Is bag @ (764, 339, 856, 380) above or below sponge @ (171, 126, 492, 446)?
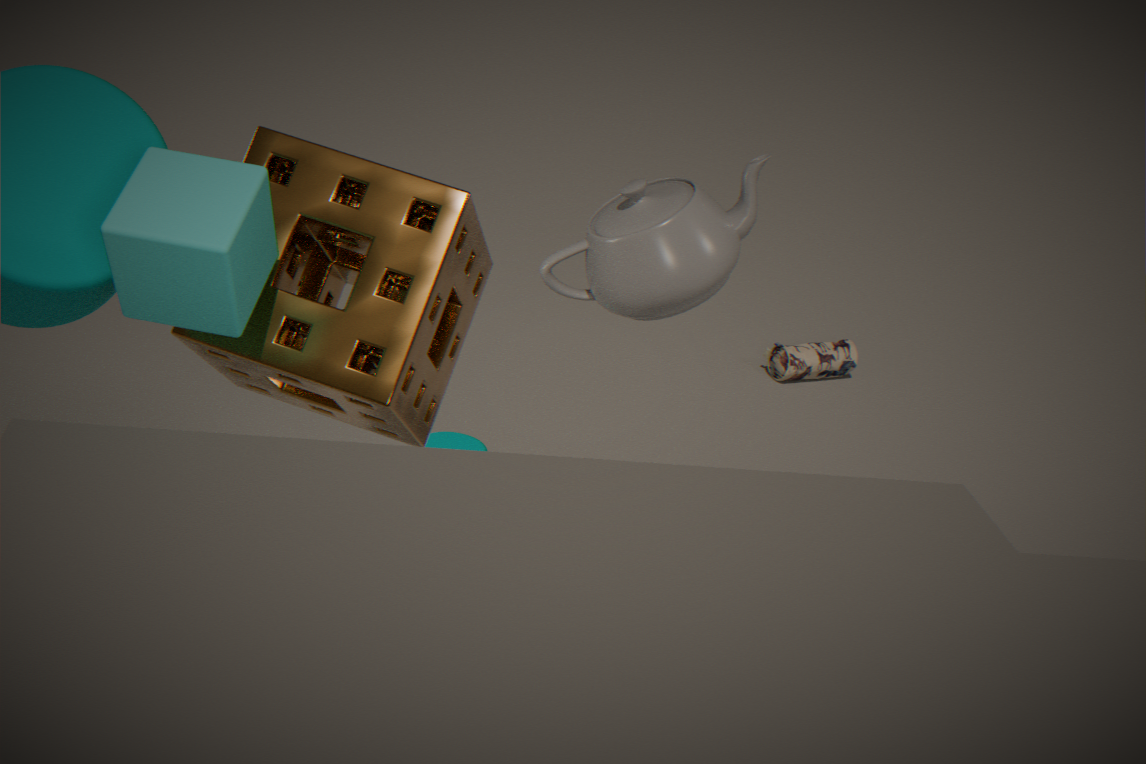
below
